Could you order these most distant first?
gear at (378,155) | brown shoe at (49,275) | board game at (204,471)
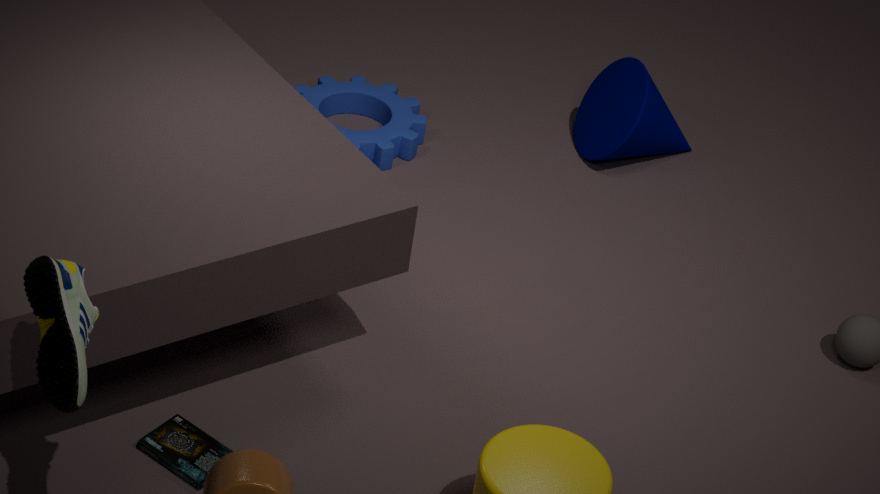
gear at (378,155) → board game at (204,471) → brown shoe at (49,275)
